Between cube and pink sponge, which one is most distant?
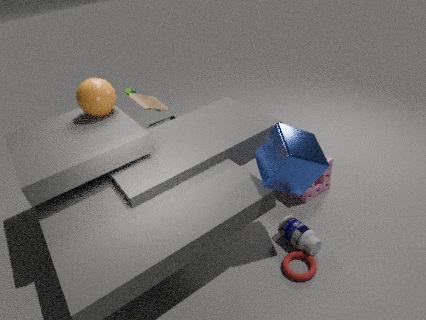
pink sponge
